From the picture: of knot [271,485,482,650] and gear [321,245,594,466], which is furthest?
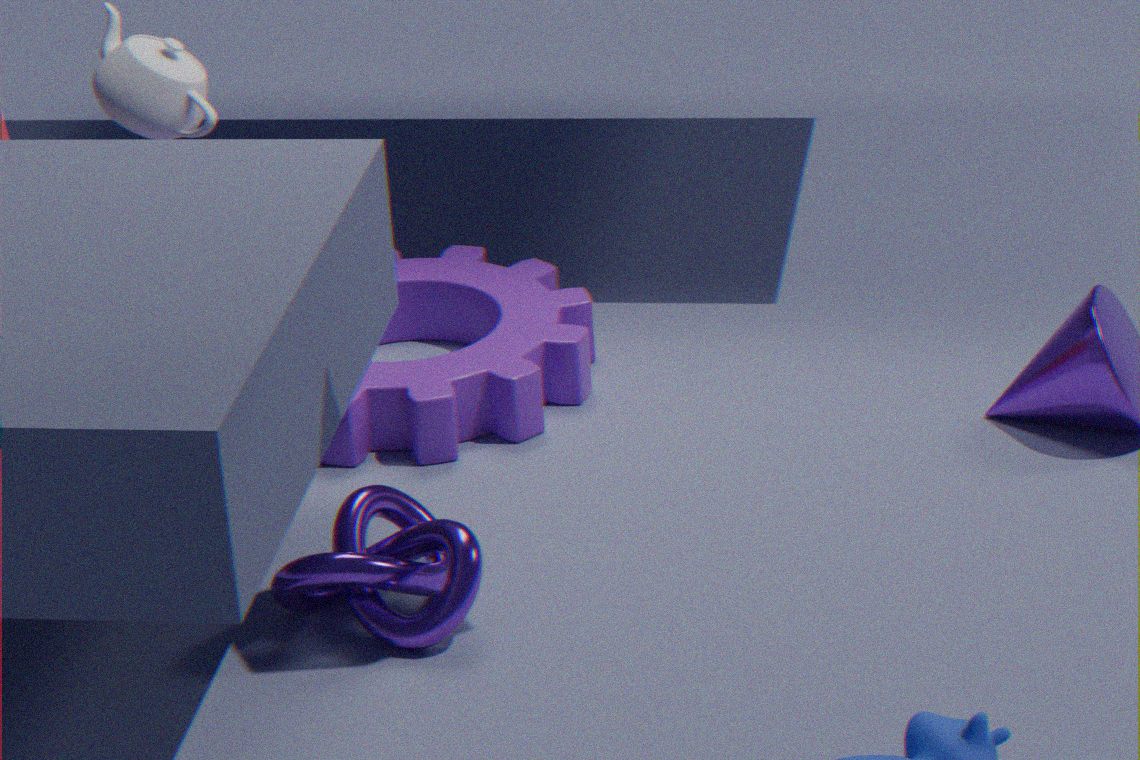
gear [321,245,594,466]
